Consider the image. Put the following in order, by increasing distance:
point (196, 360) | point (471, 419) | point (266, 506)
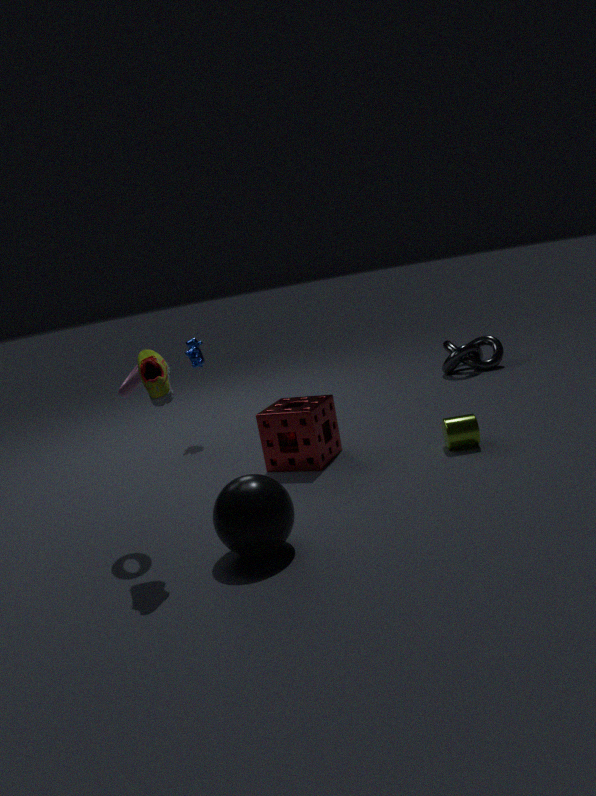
point (266, 506) < point (471, 419) < point (196, 360)
